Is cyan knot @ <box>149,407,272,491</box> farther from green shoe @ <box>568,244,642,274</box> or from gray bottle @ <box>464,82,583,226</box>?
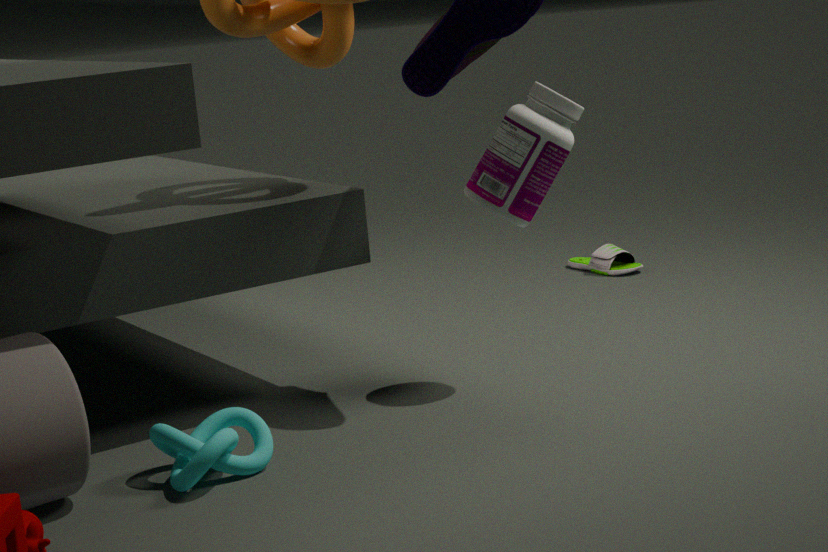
green shoe @ <box>568,244,642,274</box>
